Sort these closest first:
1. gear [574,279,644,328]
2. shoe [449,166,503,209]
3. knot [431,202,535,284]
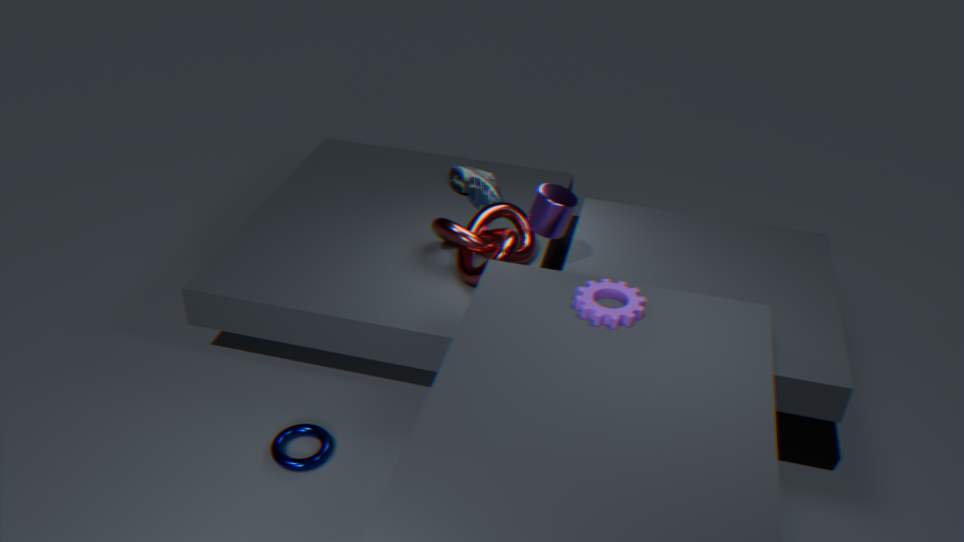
gear [574,279,644,328] < knot [431,202,535,284] < shoe [449,166,503,209]
